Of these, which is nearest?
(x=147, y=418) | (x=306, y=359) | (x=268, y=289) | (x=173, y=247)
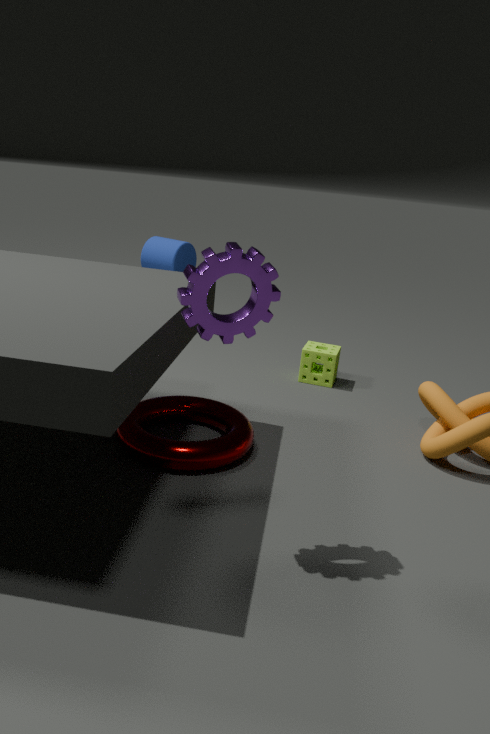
(x=268, y=289)
